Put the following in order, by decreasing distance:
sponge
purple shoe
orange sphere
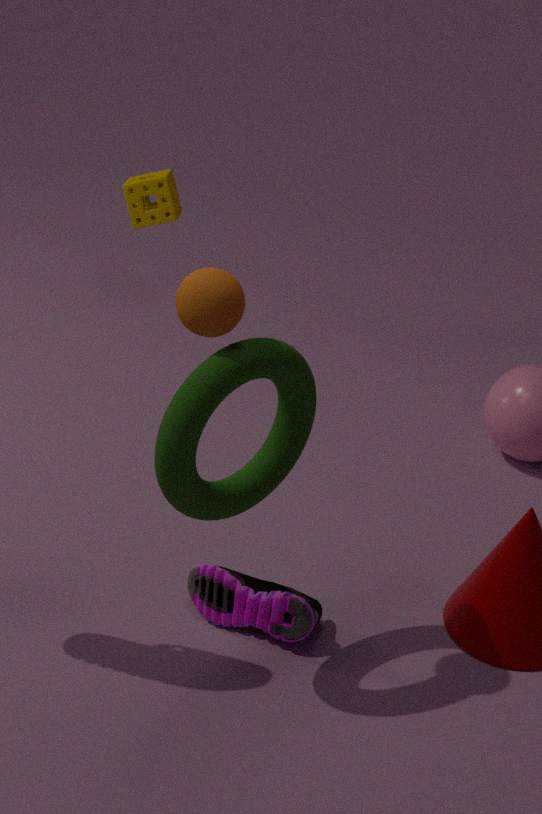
sponge → purple shoe → orange sphere
